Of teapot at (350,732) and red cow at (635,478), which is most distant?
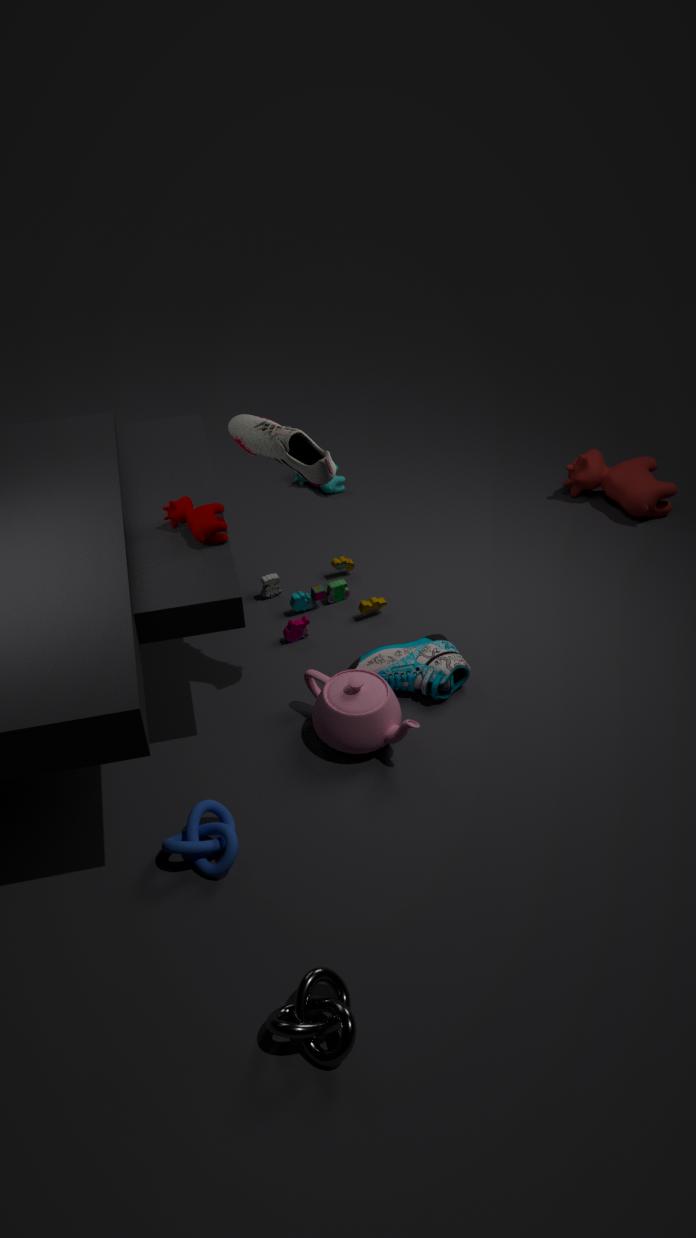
red cow at (635,478)
